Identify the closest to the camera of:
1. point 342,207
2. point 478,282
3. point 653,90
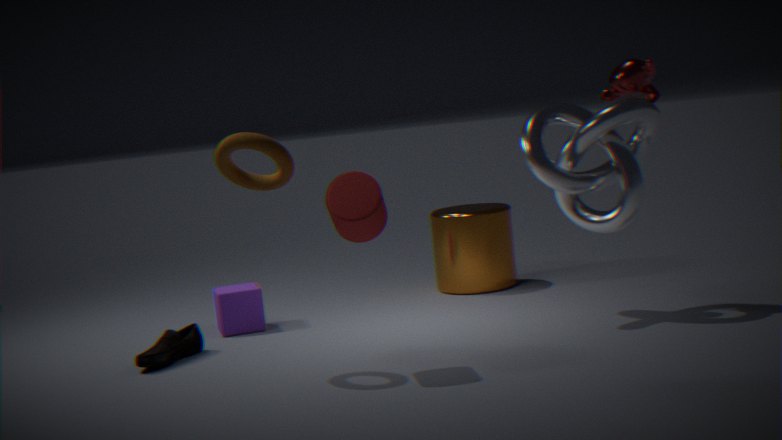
point 342,207
